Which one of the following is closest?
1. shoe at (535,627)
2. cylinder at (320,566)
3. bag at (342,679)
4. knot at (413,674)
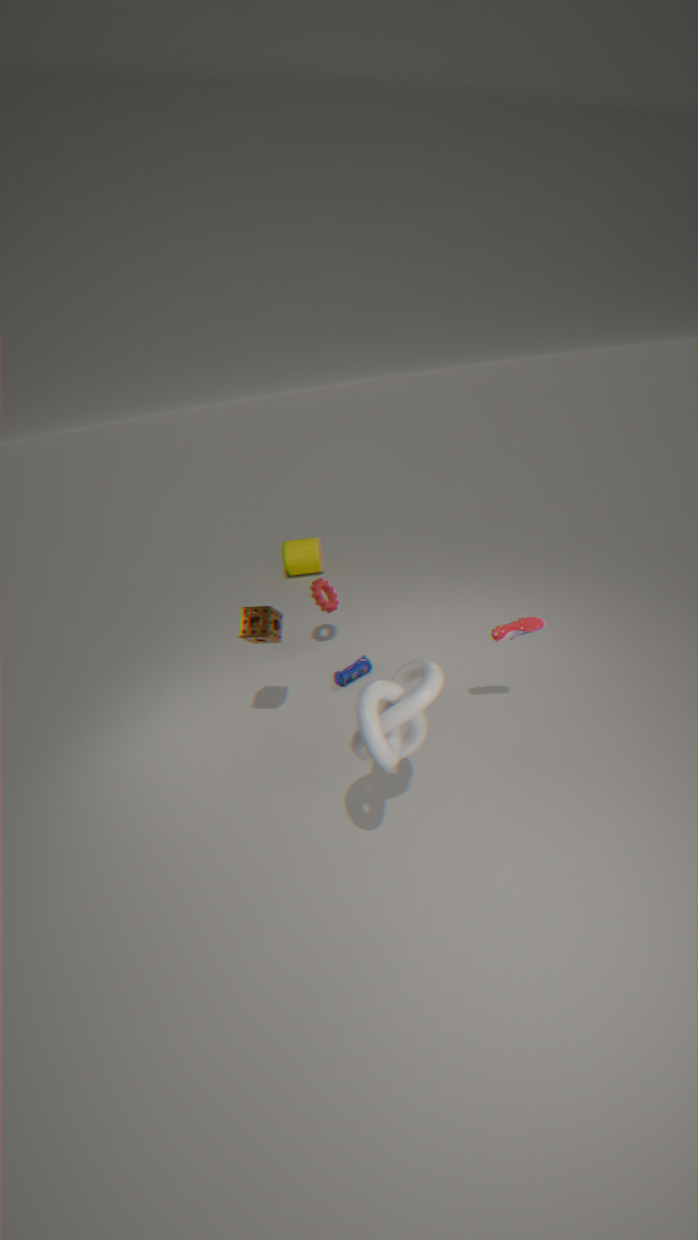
knot at (413,674)
